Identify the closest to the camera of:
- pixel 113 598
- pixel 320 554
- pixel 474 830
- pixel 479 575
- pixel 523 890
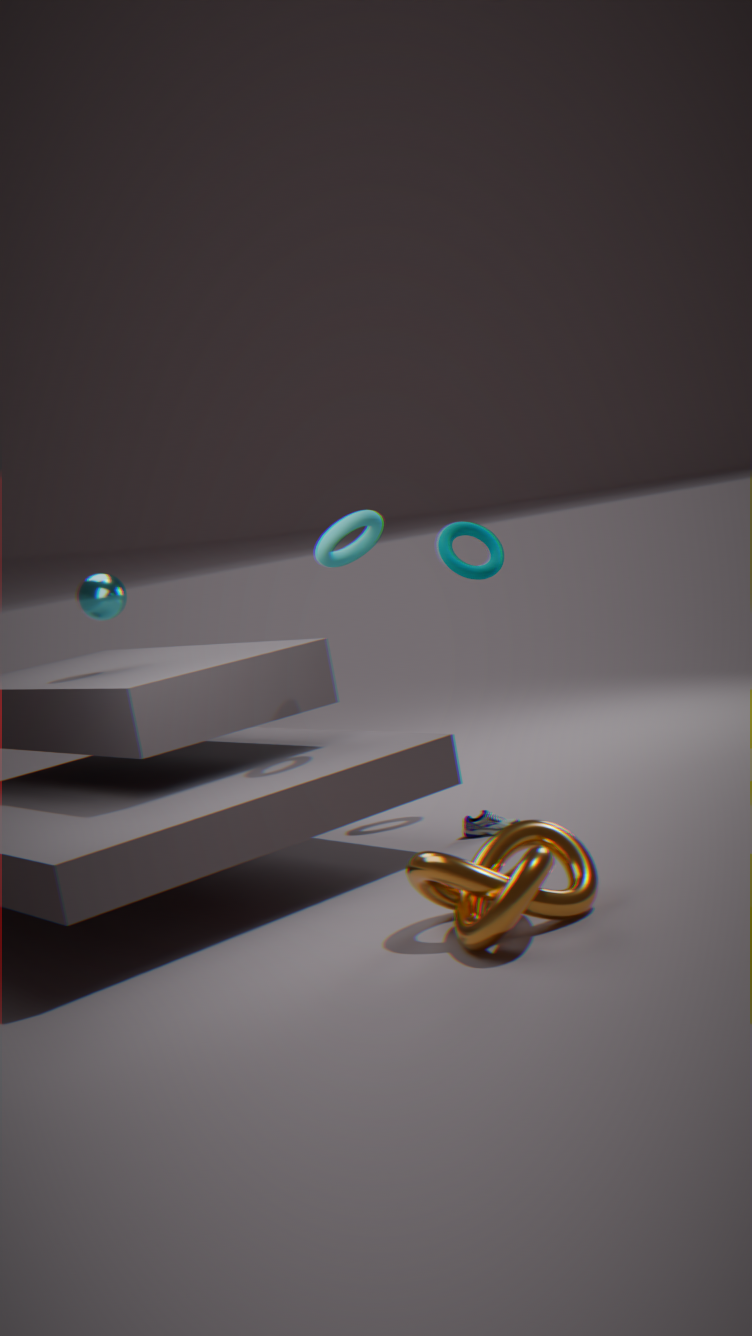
pixel 523 890
